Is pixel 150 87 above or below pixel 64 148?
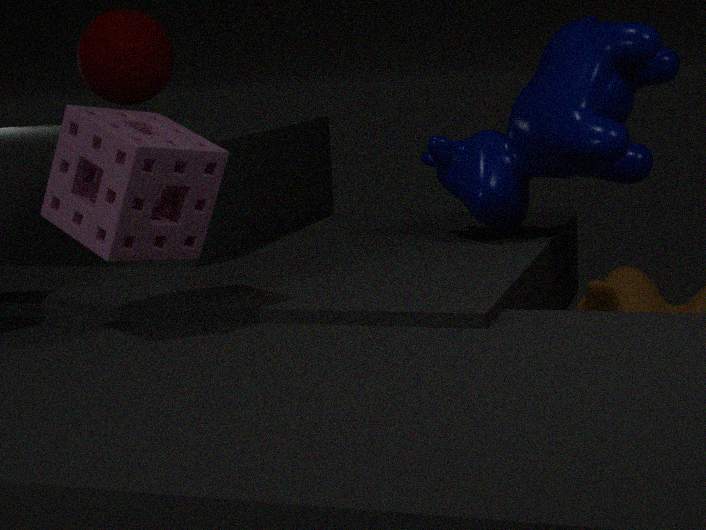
above
